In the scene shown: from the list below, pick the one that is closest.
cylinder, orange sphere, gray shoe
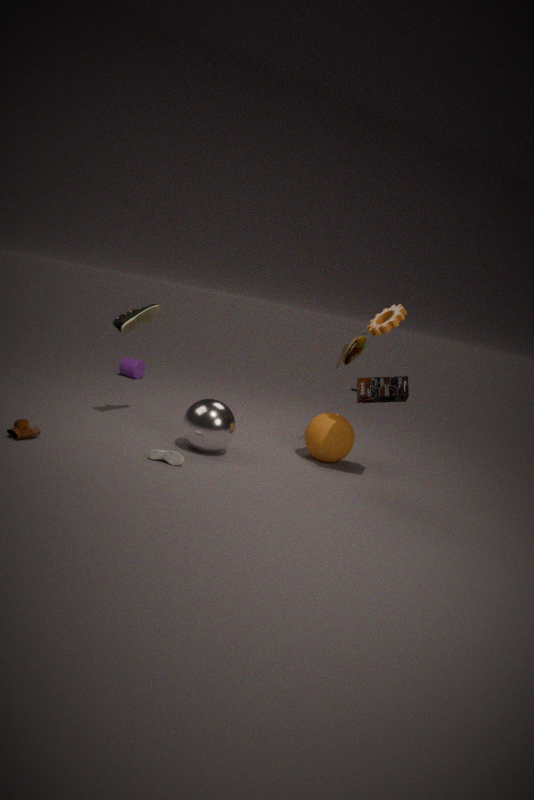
gray shoe
